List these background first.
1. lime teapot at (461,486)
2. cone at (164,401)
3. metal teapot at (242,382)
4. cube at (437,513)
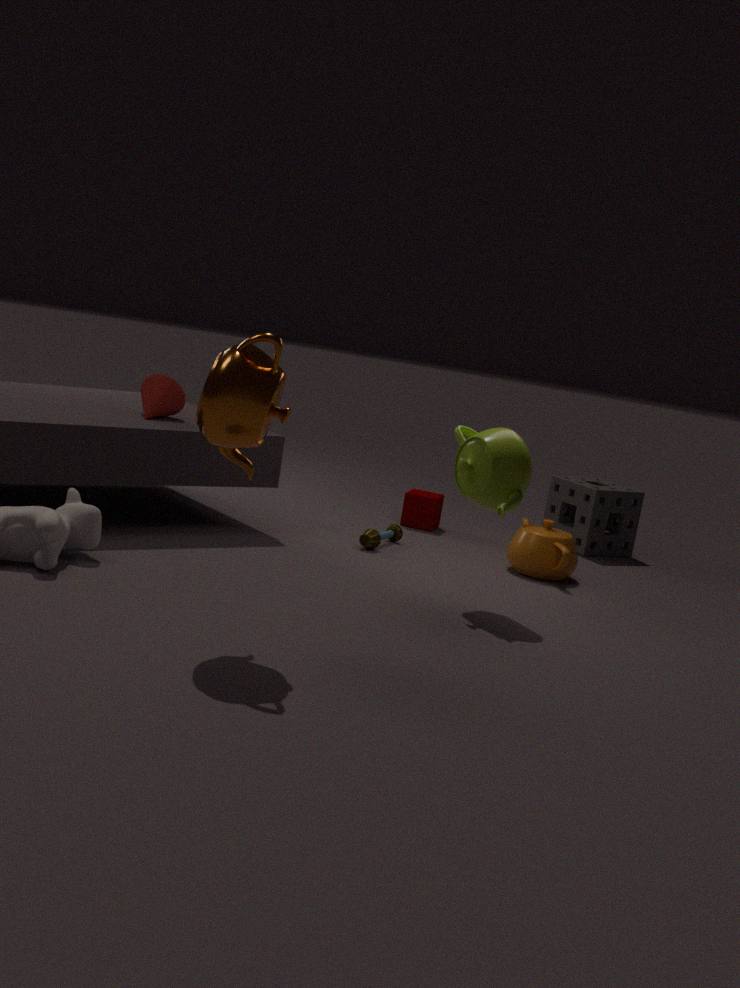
cube at (437,513)
cone at (164,401)
lime teapot at (461,486)
metal teapot at (242,382)
